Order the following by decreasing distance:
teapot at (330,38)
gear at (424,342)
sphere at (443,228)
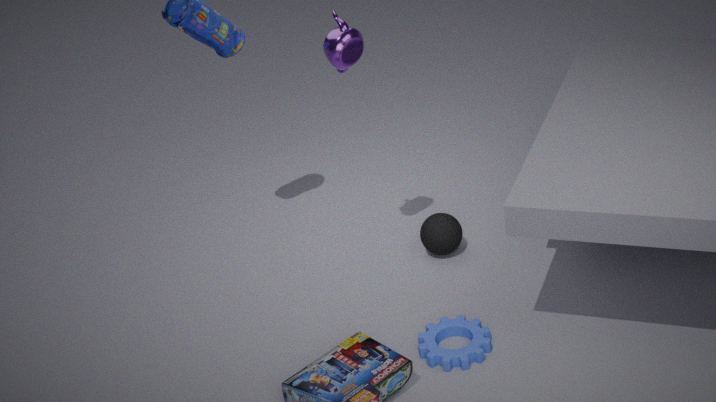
sphere at (443,228) → teapot at (330,38) → gear at (424,342)
